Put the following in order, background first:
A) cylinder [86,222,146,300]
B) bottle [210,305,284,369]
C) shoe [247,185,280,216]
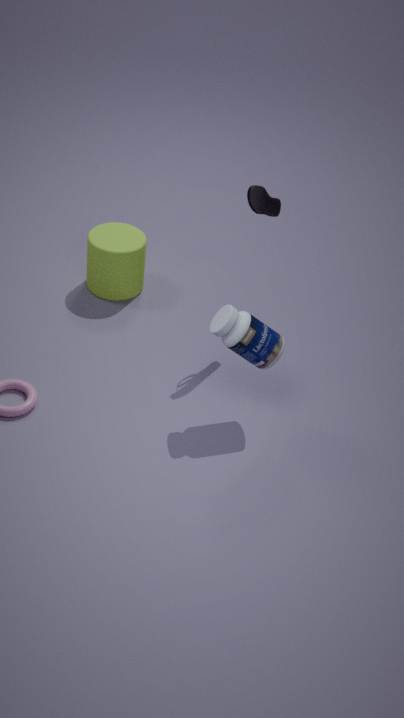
cylinder [86,222,146,300], shoe [247,185,280,216], bottle [210,305,284,369]
